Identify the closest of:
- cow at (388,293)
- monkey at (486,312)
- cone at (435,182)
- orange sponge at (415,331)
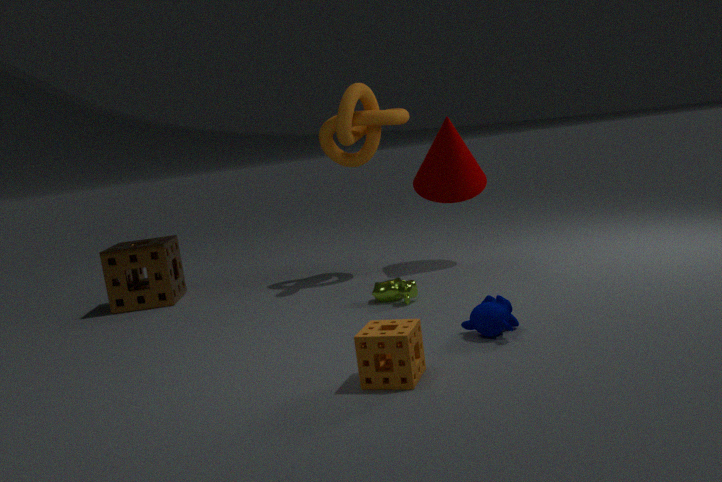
orange sponge at (415,331)
